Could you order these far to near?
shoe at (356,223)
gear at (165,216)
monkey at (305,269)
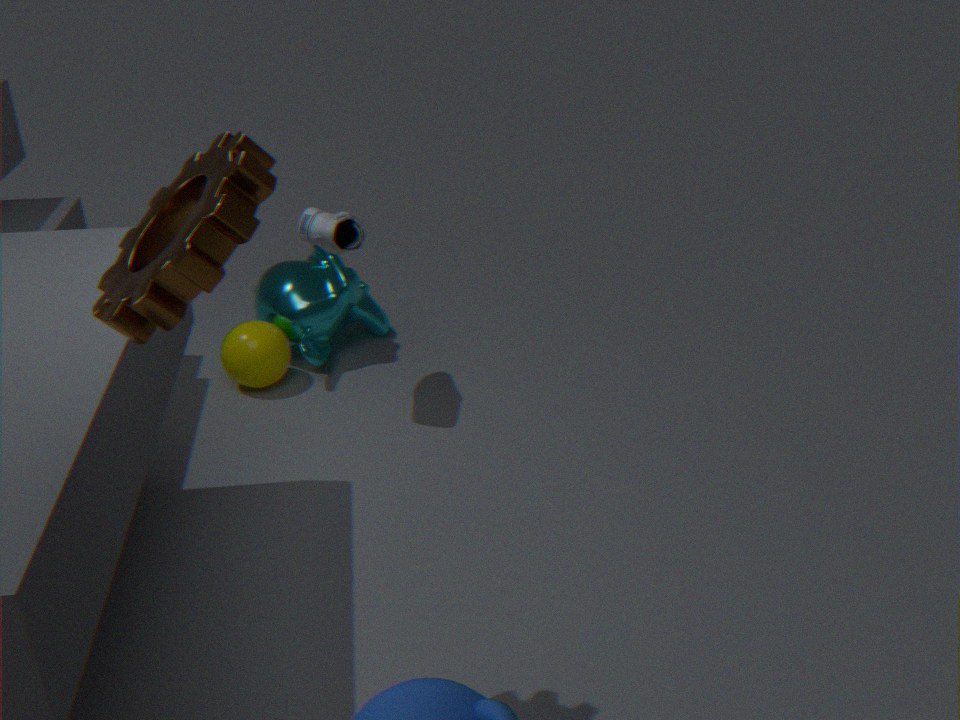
1. monkey at (305,269)
2. shoe at (356,223)
3. gear at (165,216)
